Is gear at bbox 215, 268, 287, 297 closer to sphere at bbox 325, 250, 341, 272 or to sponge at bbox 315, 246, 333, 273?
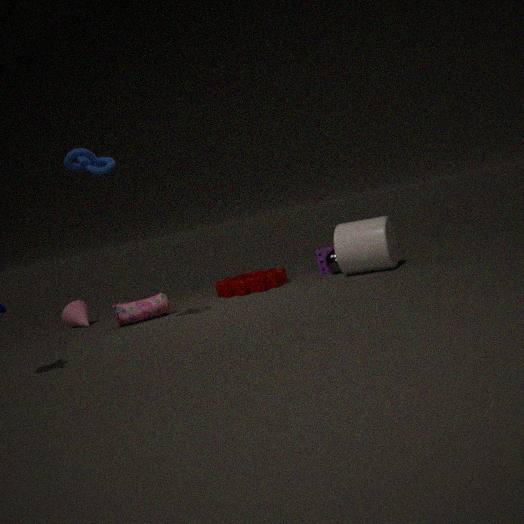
sponge at bbox 315, 246, 333, 273
